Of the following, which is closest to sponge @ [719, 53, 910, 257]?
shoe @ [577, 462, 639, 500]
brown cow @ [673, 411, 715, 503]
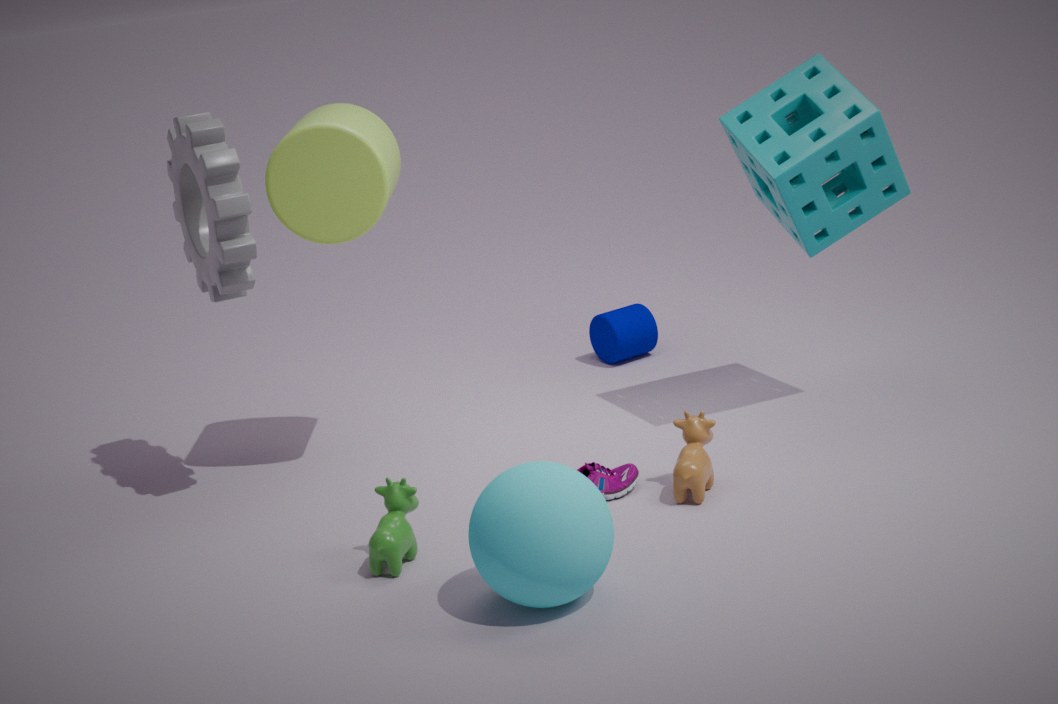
brown cow @ [673, 411, 715, 503]
